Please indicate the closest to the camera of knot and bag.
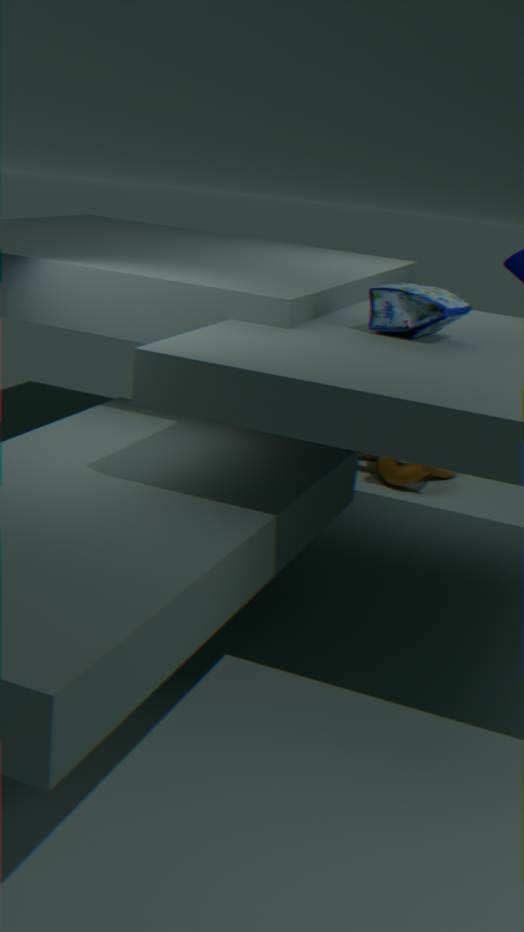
bag
